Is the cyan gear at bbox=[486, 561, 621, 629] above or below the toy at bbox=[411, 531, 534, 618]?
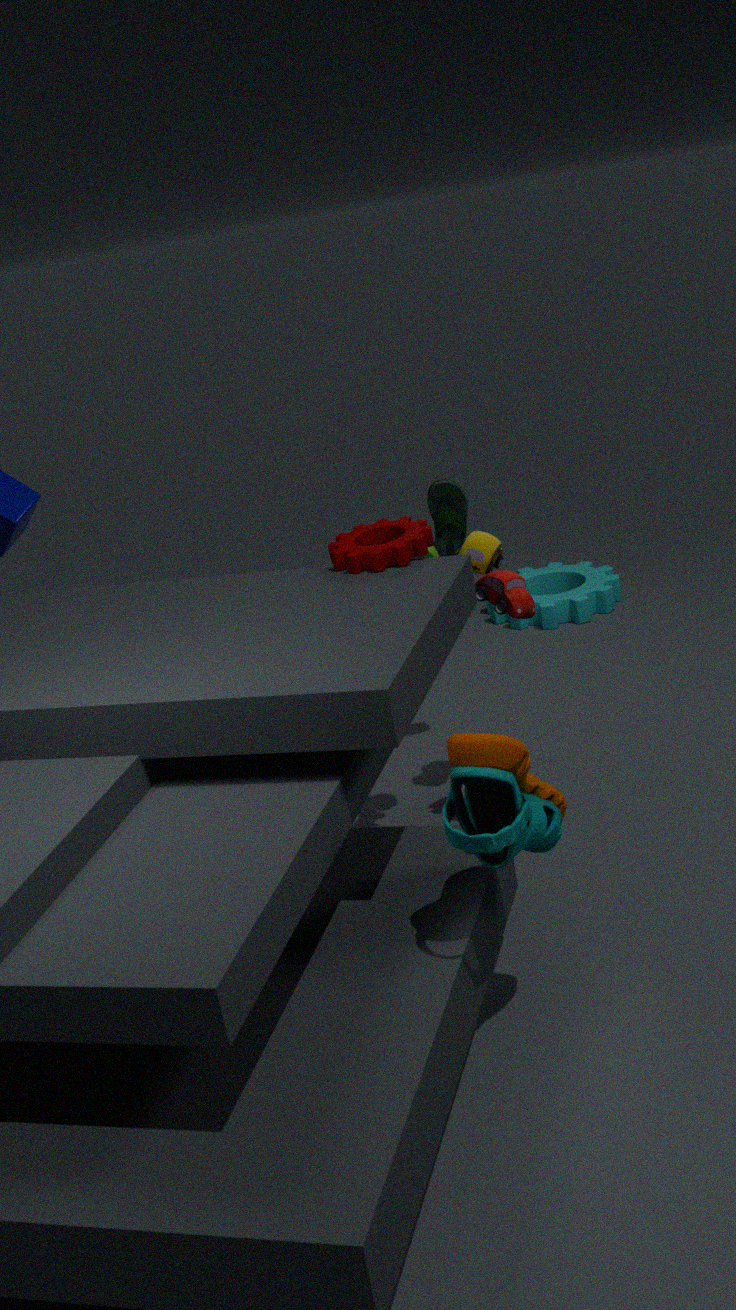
below
